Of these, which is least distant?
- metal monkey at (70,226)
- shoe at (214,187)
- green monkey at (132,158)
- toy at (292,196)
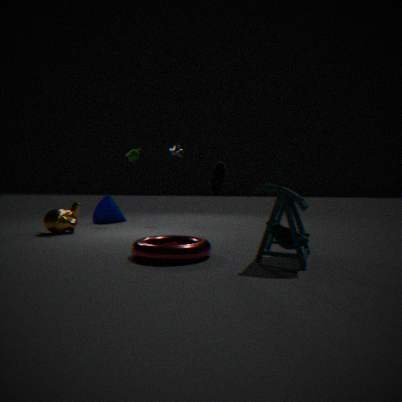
toy at (292,196)
